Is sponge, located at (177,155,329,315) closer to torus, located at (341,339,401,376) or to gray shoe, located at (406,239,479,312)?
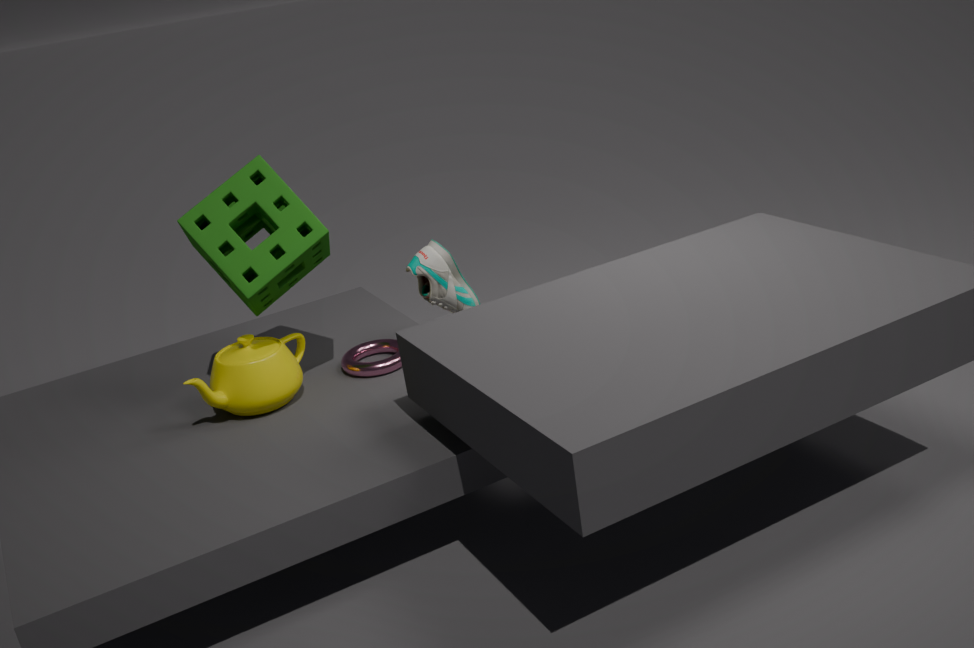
gray shoe, located at (406,239,479,312)
